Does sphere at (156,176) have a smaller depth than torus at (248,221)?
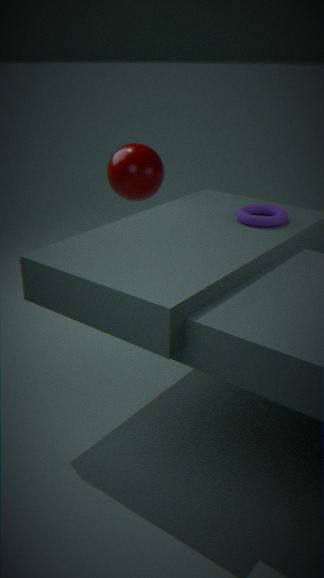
No
